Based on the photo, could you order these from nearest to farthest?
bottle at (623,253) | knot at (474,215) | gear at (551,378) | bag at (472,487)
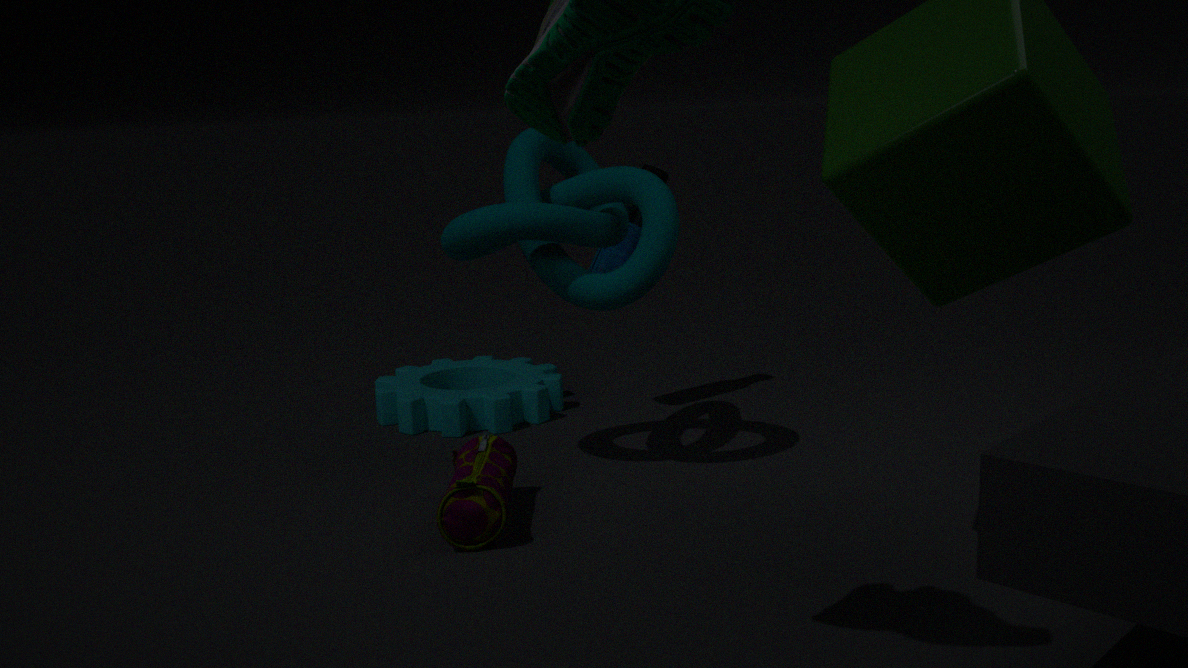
bag at (472,487)
knot at (474,215)
bottle at (623,253)
gear at (551,378)
